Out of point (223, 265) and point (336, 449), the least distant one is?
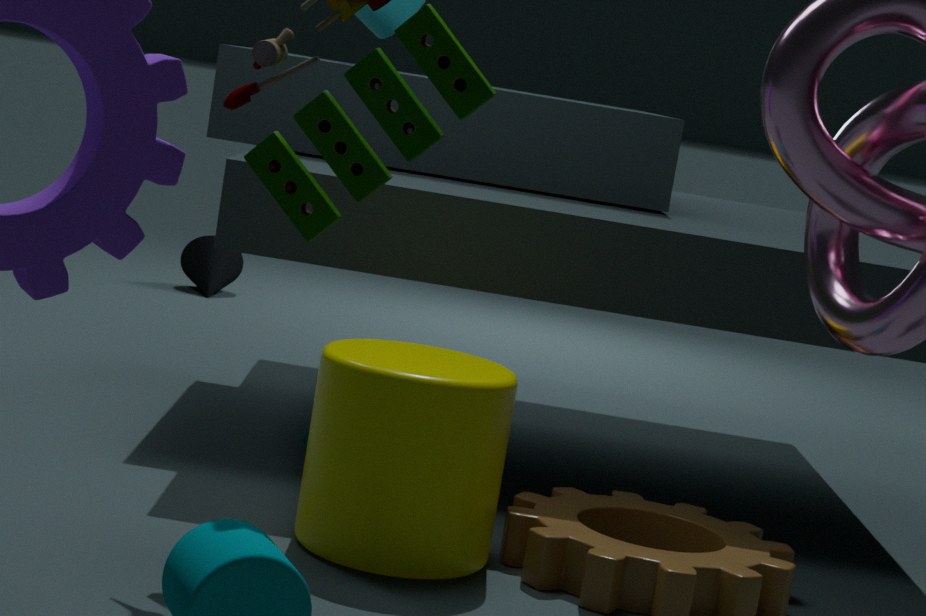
point (336, 449)
